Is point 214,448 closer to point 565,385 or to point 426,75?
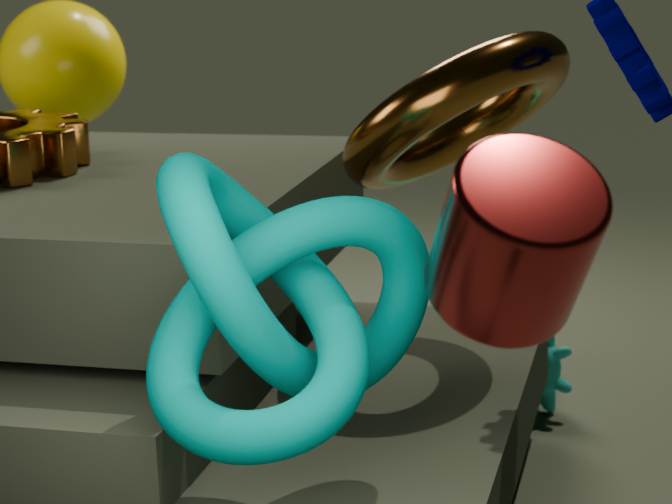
point 426,75
